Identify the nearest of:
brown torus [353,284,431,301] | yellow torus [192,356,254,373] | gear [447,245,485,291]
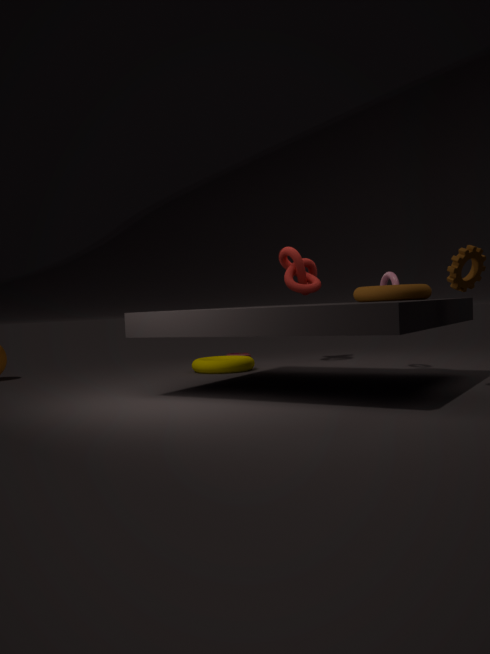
gear [447,245,485,291]
